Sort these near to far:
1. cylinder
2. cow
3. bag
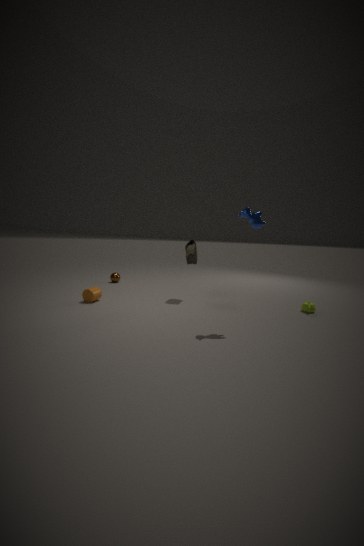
cow → cylinder → bag
